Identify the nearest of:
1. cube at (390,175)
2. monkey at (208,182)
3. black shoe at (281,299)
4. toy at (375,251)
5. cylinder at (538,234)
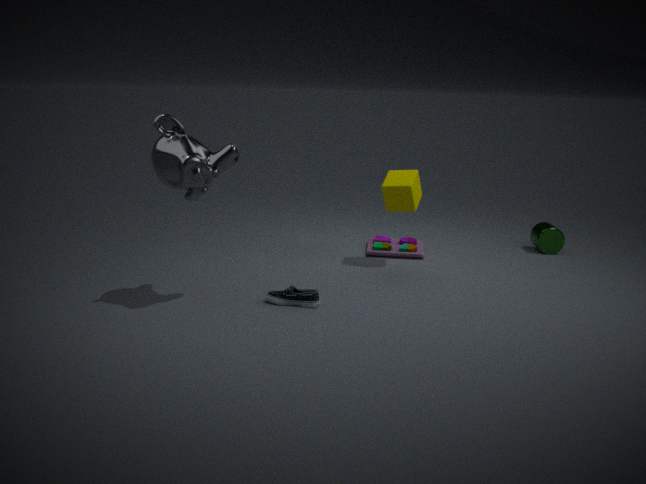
monkey at (208,182)
